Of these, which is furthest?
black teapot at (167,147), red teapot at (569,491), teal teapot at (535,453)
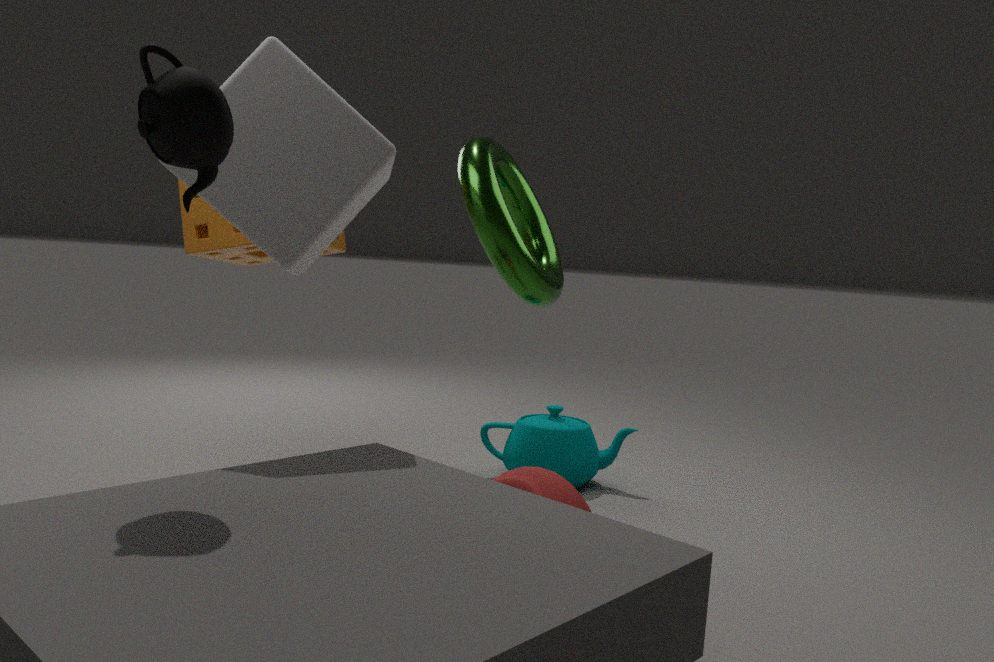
teal teapot at (535,453)
